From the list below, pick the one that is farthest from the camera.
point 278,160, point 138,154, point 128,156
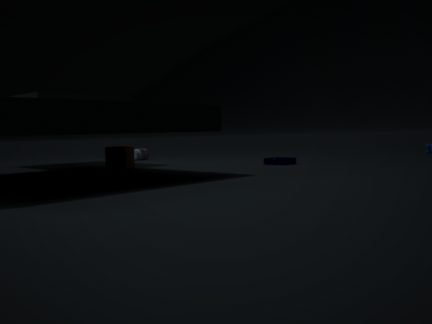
point 138,154
